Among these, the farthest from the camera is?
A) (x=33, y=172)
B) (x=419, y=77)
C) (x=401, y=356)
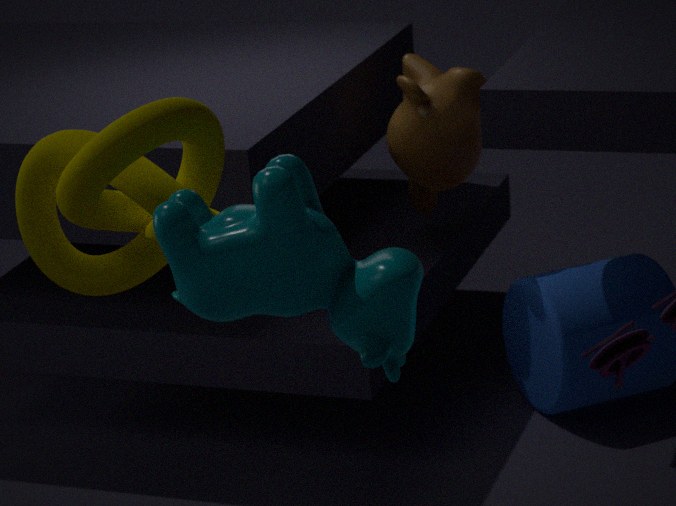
(x=419, y=77)
